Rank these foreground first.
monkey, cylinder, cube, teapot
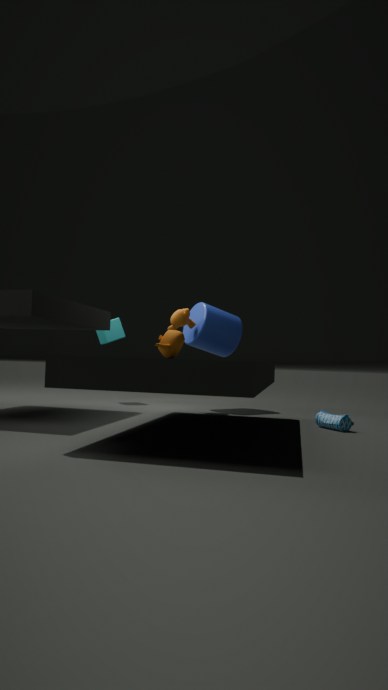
teapot → monkey → cylinder → cube
